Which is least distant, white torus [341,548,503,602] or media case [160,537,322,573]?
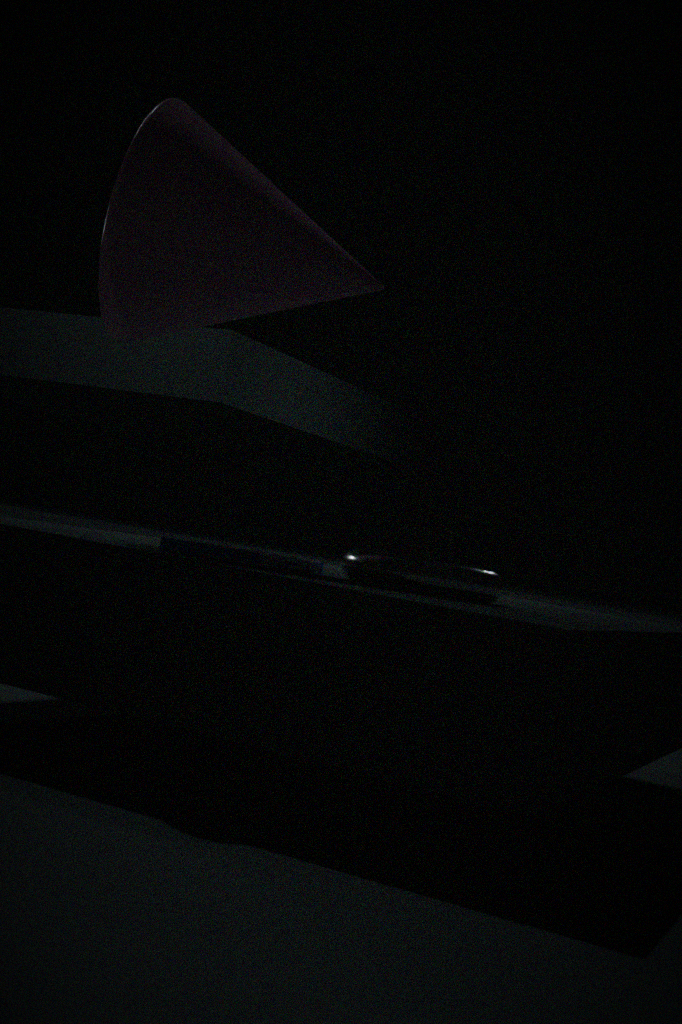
media case [160,537,322,573]
